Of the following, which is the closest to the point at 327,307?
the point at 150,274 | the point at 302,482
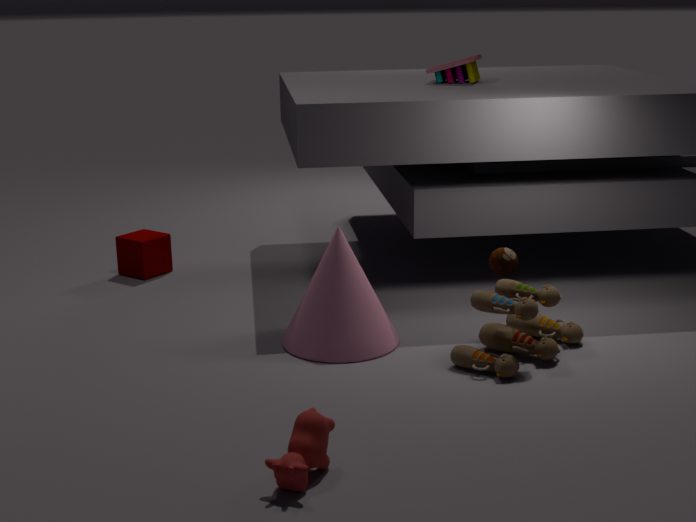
the point at 302,482
